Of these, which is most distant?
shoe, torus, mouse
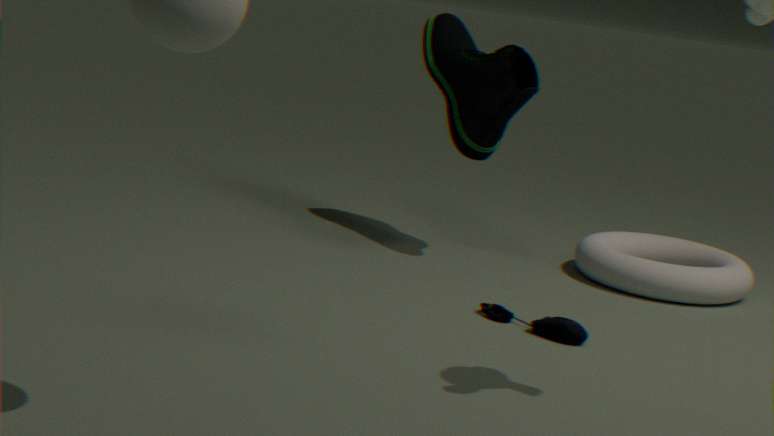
shoe
